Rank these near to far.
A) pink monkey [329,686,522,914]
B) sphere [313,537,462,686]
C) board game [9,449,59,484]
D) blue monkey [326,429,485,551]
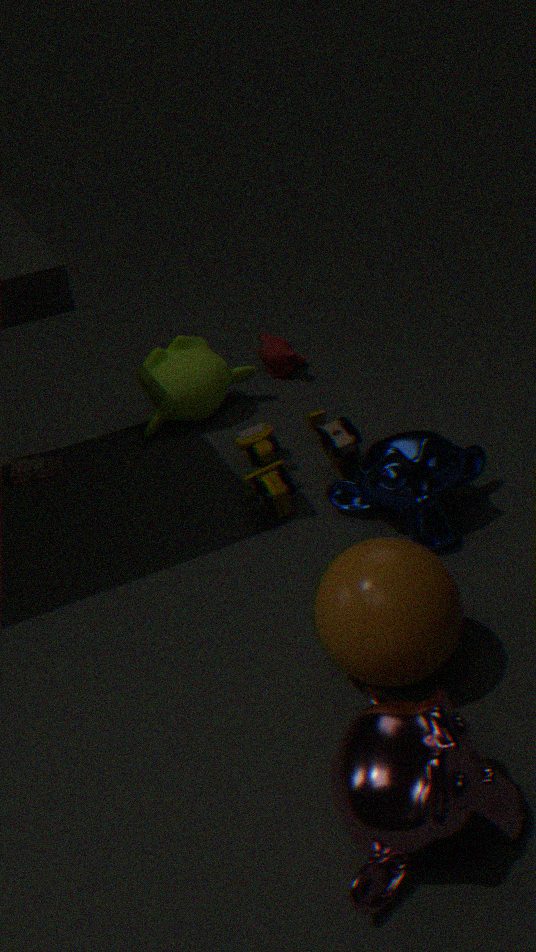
A. pink monkey [329,686,522,914]
B. sphere [313,537,462,686]
D. blue monkey [326,429,485,551]
C. board game [9,449,59,484]
